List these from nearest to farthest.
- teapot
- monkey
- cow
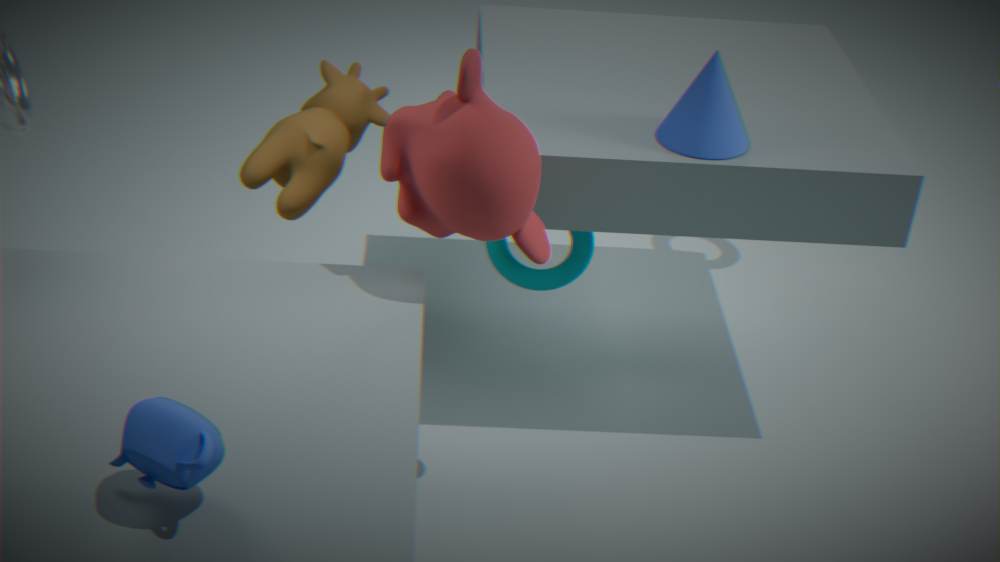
teapot → monkey → cow
